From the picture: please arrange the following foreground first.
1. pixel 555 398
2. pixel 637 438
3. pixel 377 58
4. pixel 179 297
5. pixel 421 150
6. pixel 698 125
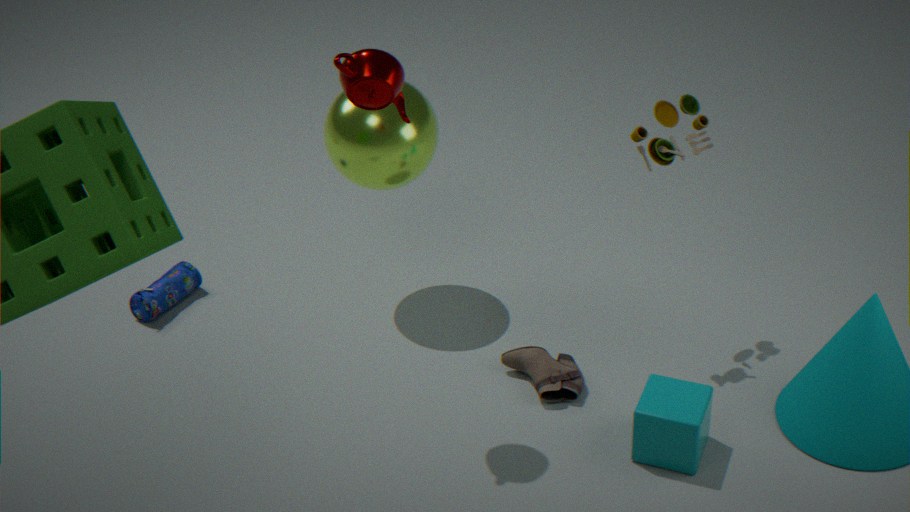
pixel 377 58, pixel 637 438, pixel 698 125, pixel 555 398, pixel 421 150, pixel 179 297
